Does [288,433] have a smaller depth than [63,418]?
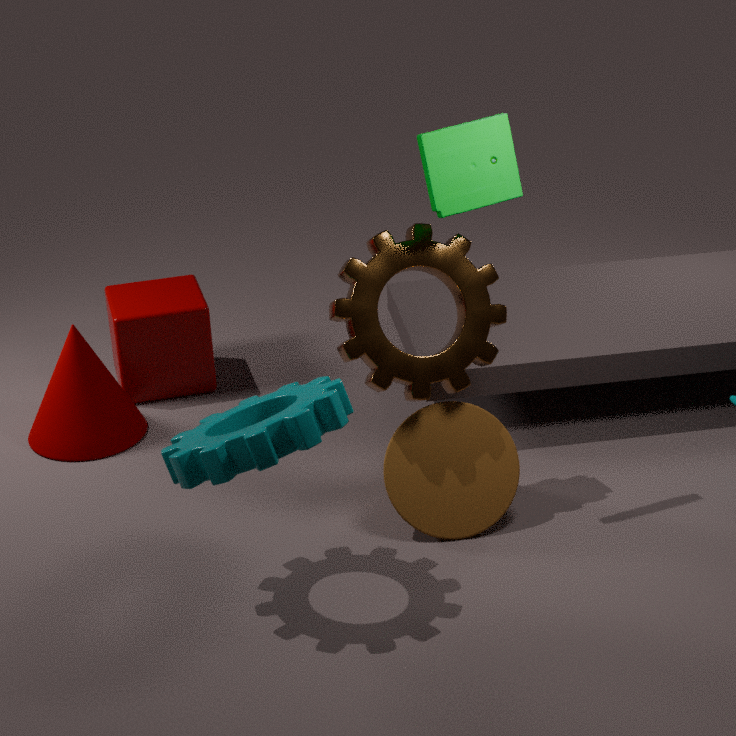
Answer: Yes
